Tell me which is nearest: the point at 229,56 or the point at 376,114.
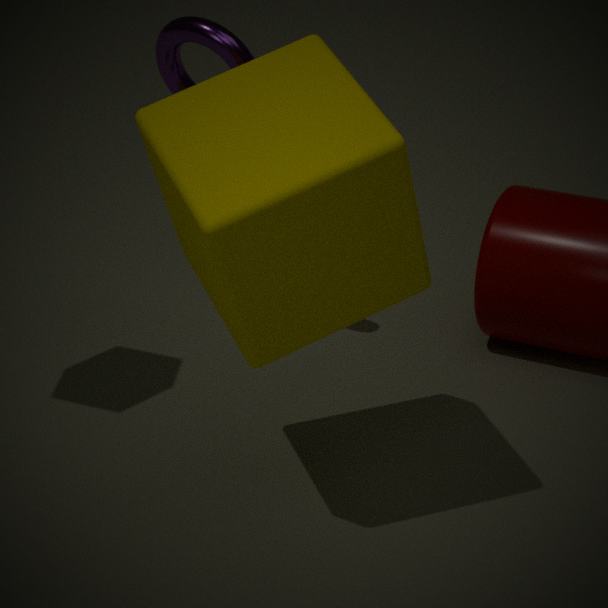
the point at 376,114
